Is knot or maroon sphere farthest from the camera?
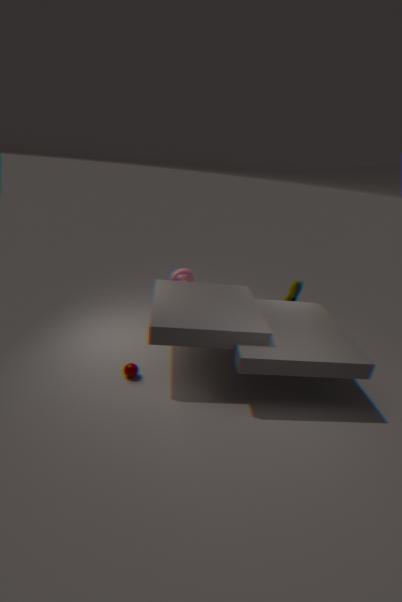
knot
